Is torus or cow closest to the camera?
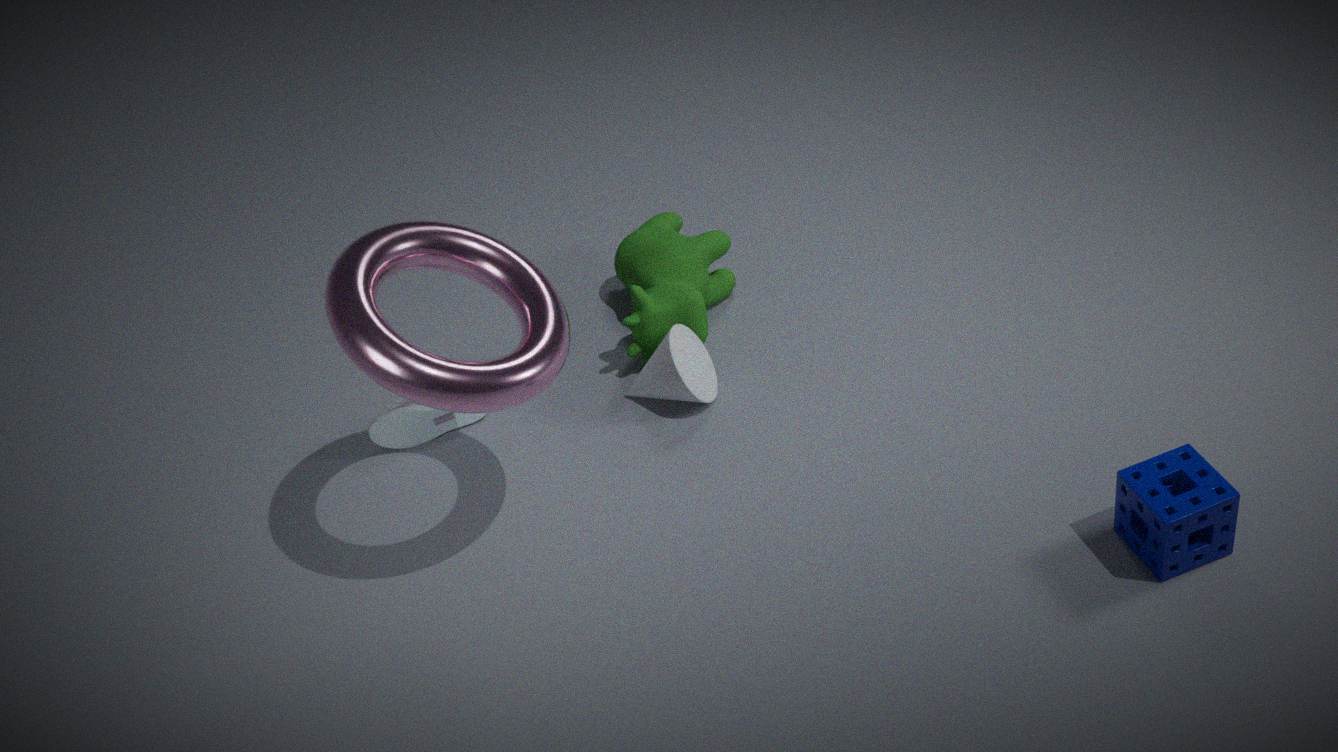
torus
